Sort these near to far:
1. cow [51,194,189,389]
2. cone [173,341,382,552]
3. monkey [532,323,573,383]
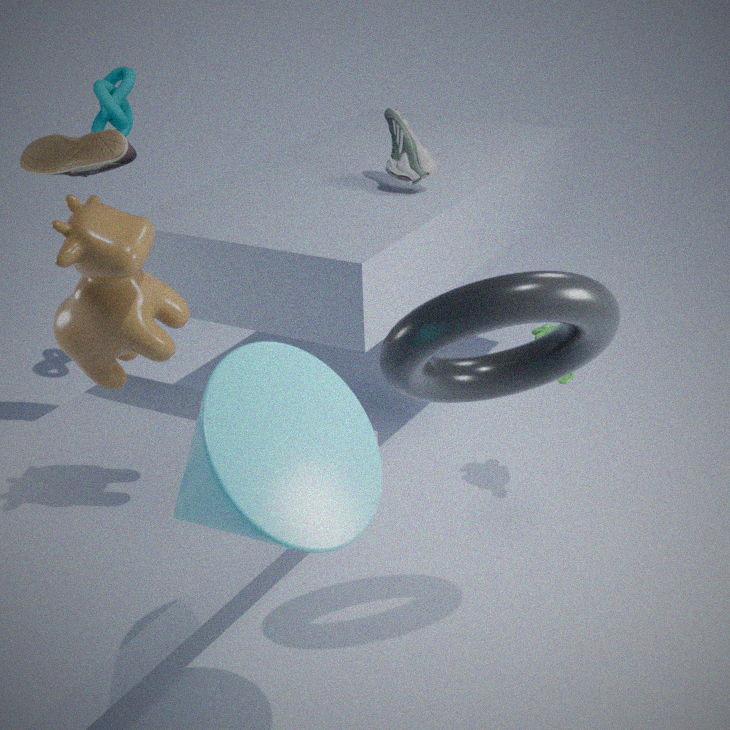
cone [173,341,382,552] → cow [51,194,189,389] → monkey [532,323,573,383]
